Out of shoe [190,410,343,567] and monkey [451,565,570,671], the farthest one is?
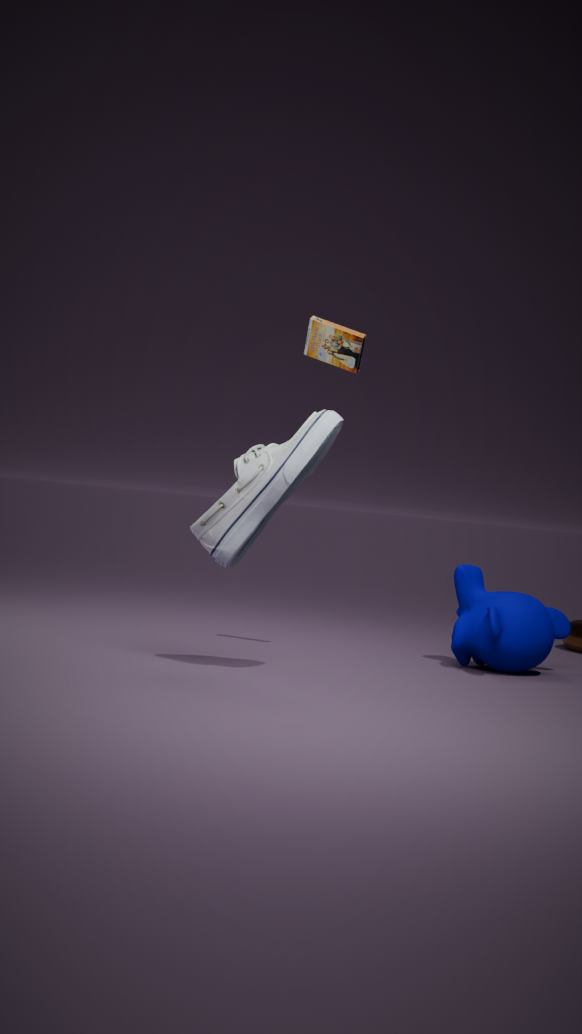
monkey [451,565,570,671]
